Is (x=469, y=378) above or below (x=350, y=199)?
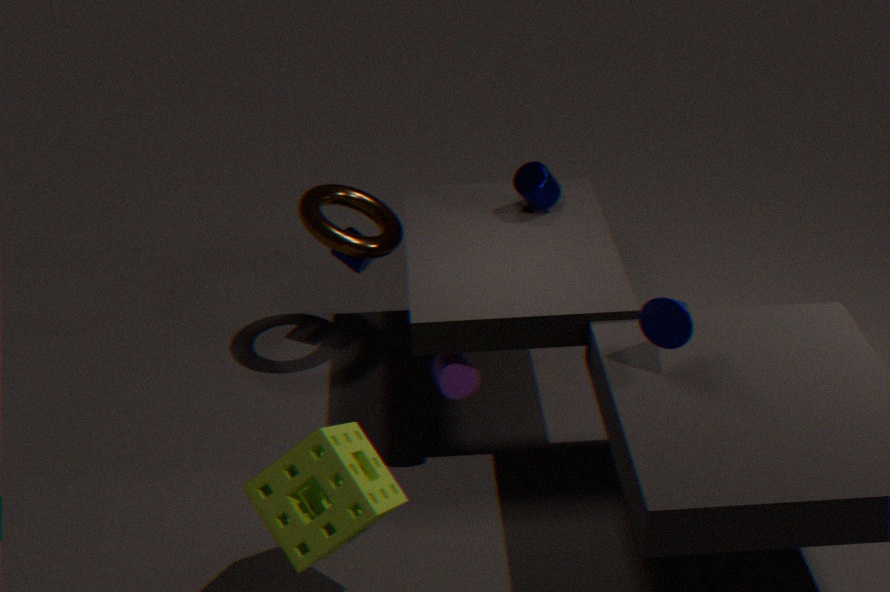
below
